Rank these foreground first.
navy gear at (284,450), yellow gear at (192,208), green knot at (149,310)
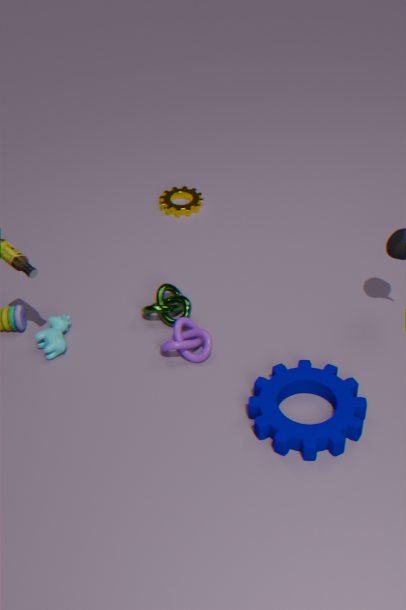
navy gear at (284,450), green knot at (149,310), yellow gear at (192,208)
